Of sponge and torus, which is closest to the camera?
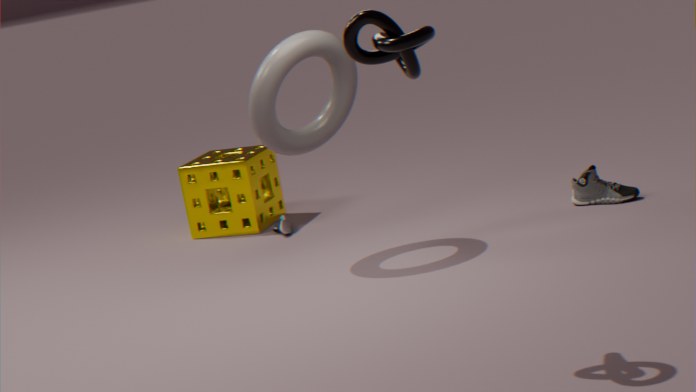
torus
